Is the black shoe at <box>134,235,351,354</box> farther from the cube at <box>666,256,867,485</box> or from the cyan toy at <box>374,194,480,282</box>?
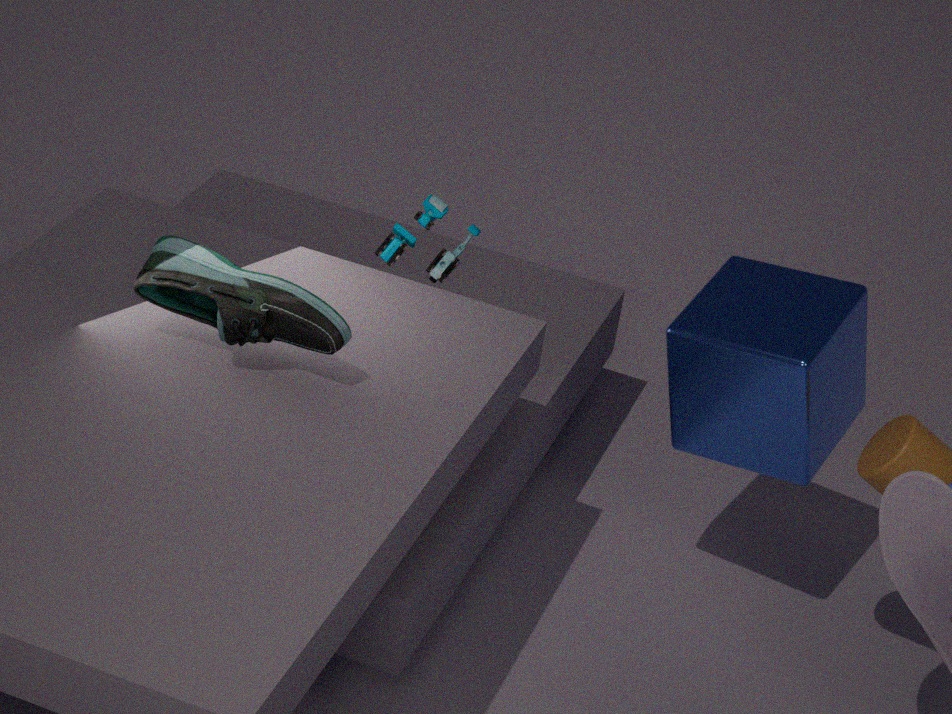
the cube at <box>666,256,867,485</box>
